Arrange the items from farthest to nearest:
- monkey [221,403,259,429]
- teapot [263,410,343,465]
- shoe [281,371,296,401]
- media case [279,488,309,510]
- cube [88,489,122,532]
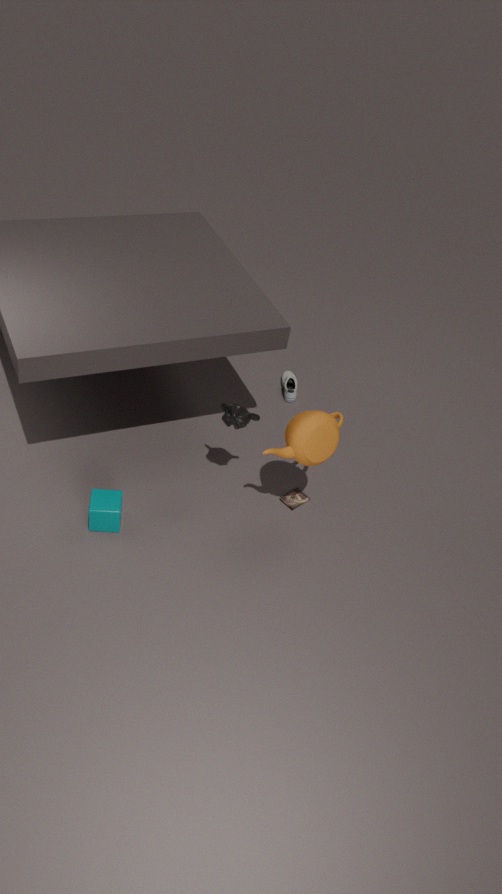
shoe [281,371,296,401]
media case [279,488,309,510]
monkey [221,403,259,429]
cube [88,489,122,532]
teapot [263,410,343,465]
